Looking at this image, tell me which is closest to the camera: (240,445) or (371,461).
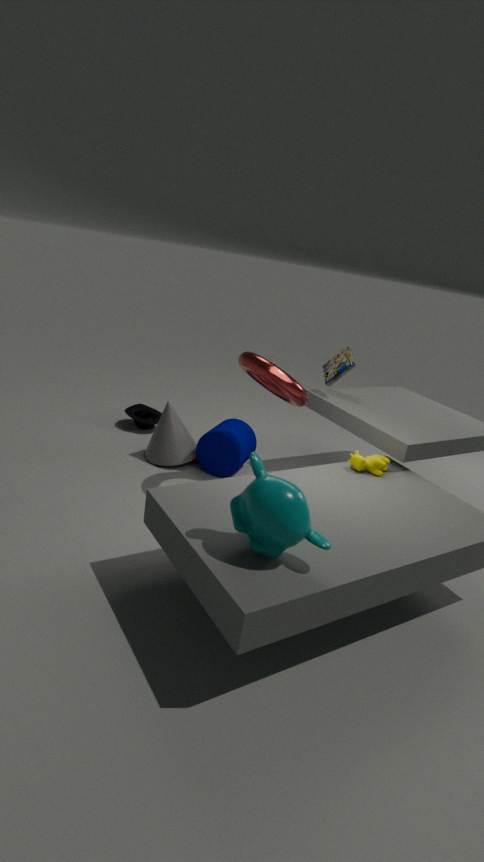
(371,461)
